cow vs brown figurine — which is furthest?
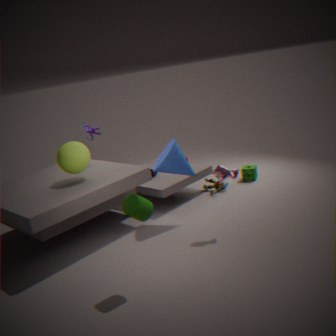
brown figurine
